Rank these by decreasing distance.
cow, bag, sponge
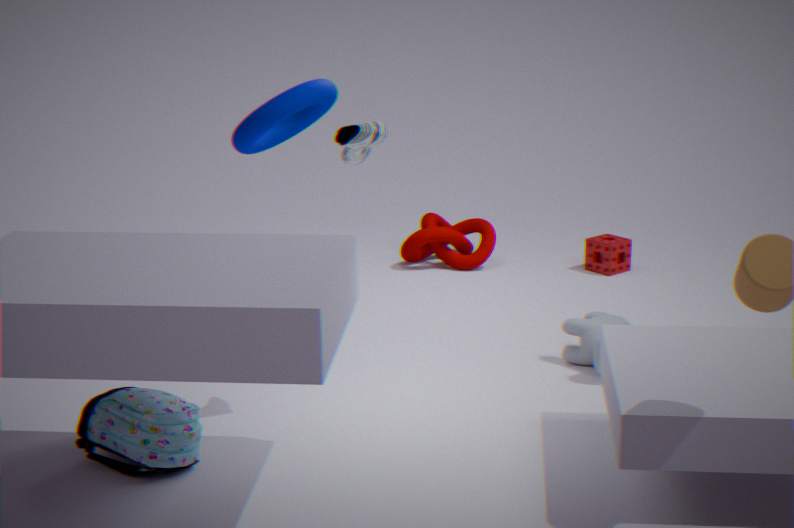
sponge < cow < bag
